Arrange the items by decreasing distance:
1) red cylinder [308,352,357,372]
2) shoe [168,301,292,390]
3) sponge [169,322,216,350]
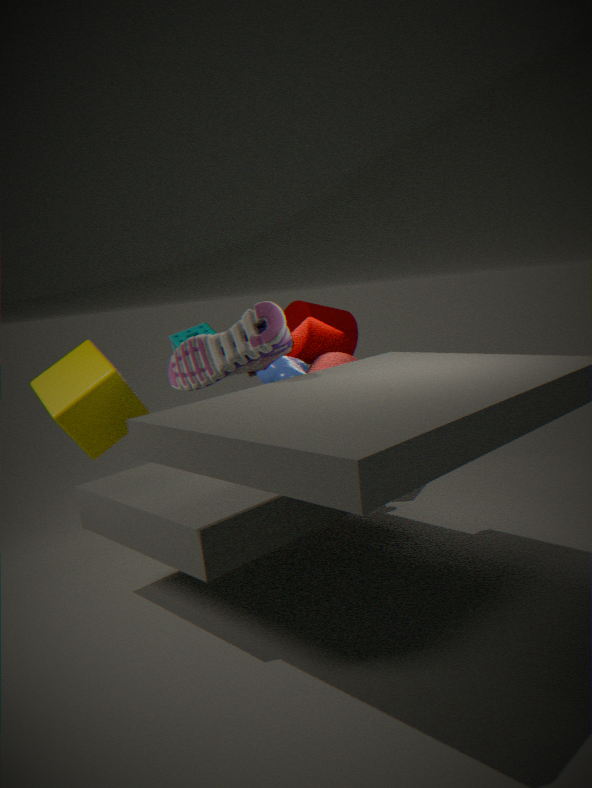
1. red cylinder [308,352,357,372], 3. sponge [169,322,216,350], 2. shoe [168,301,292,390]
